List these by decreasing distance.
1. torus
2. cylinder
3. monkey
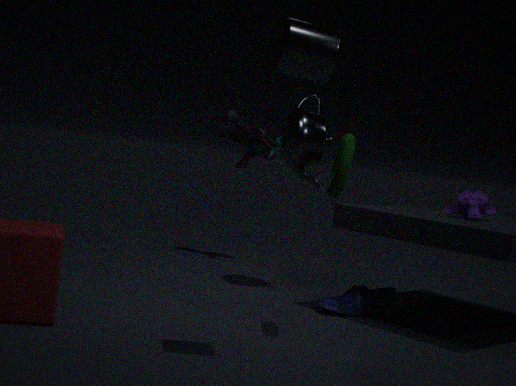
monkey, torus, cylinder
